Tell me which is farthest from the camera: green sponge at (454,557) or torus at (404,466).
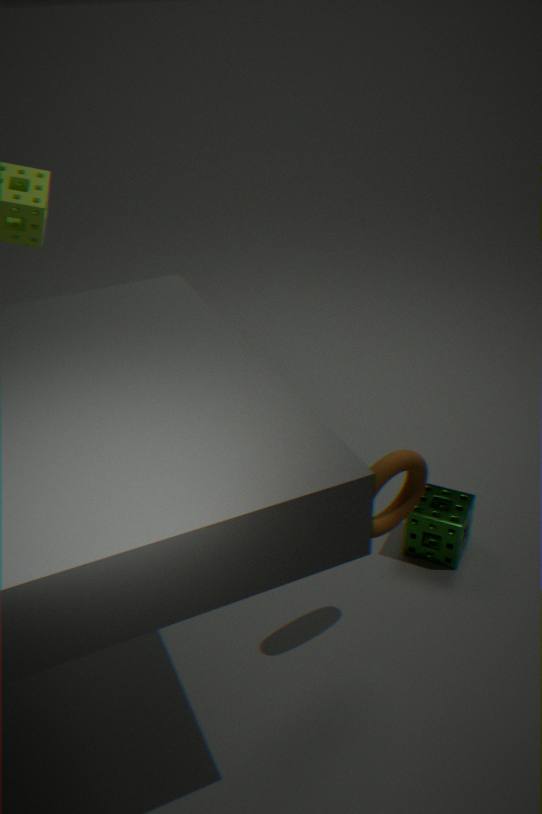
green sponge at (454,557)
